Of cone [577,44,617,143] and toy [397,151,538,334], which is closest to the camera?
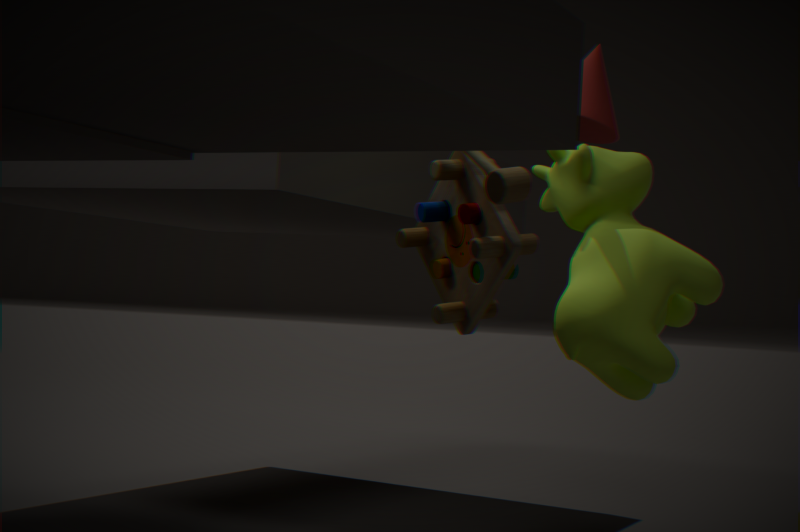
toy [397,151,538,334]
